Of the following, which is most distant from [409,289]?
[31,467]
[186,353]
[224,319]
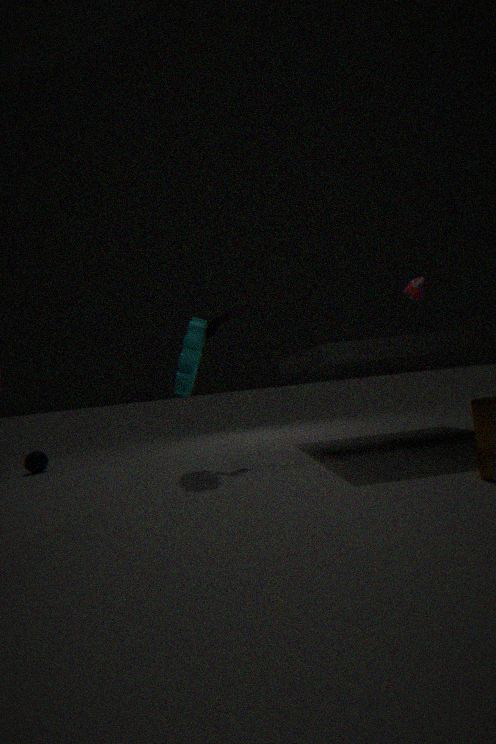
[31,467]
